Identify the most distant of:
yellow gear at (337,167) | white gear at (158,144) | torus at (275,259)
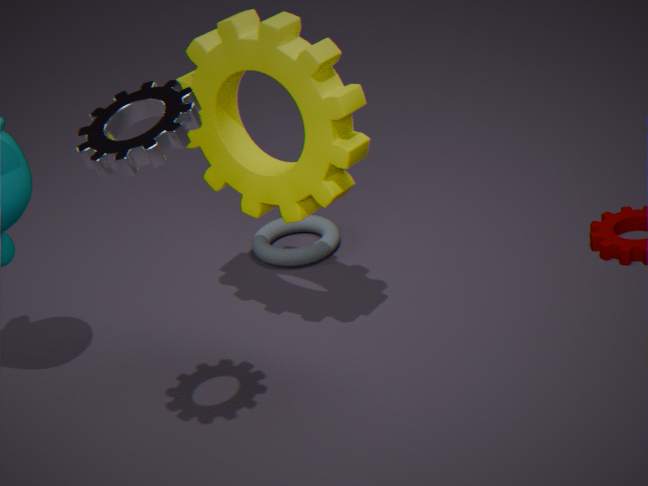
torus at (275,259)
